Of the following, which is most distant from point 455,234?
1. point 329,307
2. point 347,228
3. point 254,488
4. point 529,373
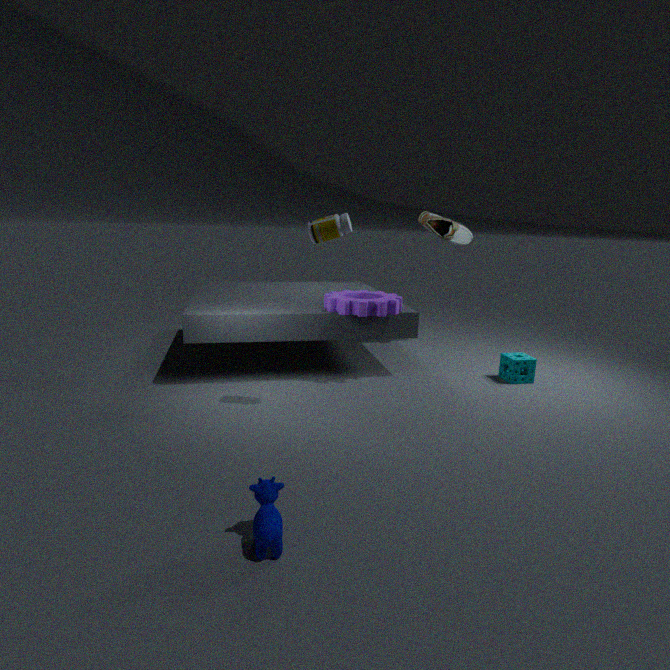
point 254,488
